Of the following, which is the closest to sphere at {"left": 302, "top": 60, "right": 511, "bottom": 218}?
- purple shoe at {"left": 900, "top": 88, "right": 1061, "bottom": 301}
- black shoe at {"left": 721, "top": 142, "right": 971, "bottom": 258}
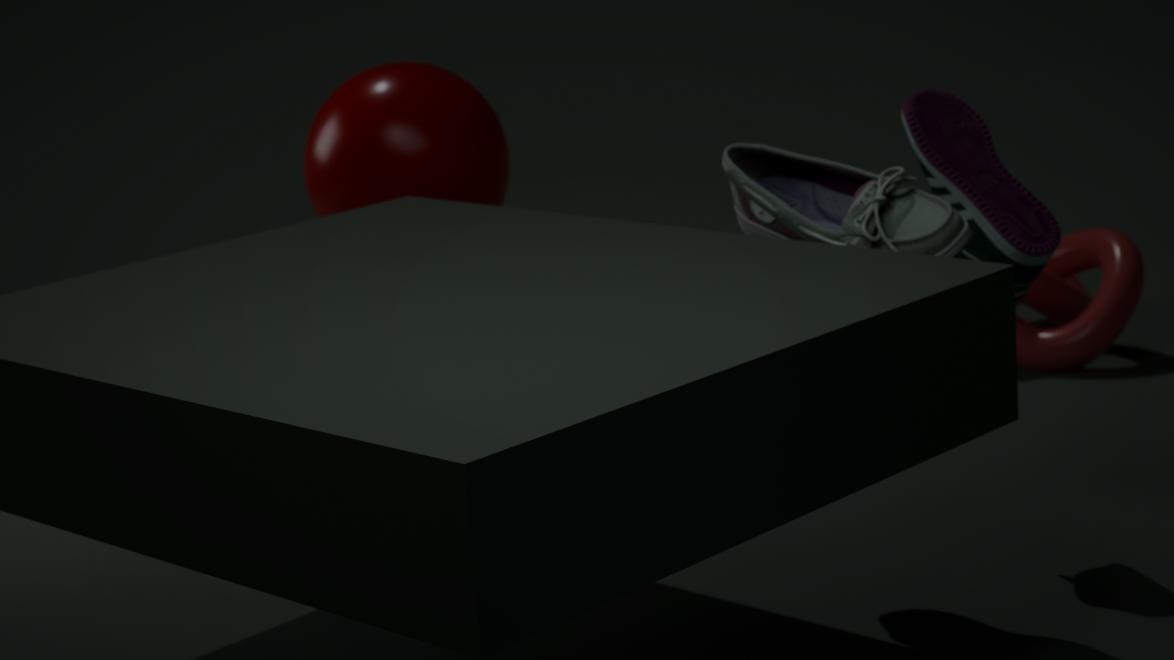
black shoe at {"left": 721, "top": 142, "right": 971, "bottom": 258}
